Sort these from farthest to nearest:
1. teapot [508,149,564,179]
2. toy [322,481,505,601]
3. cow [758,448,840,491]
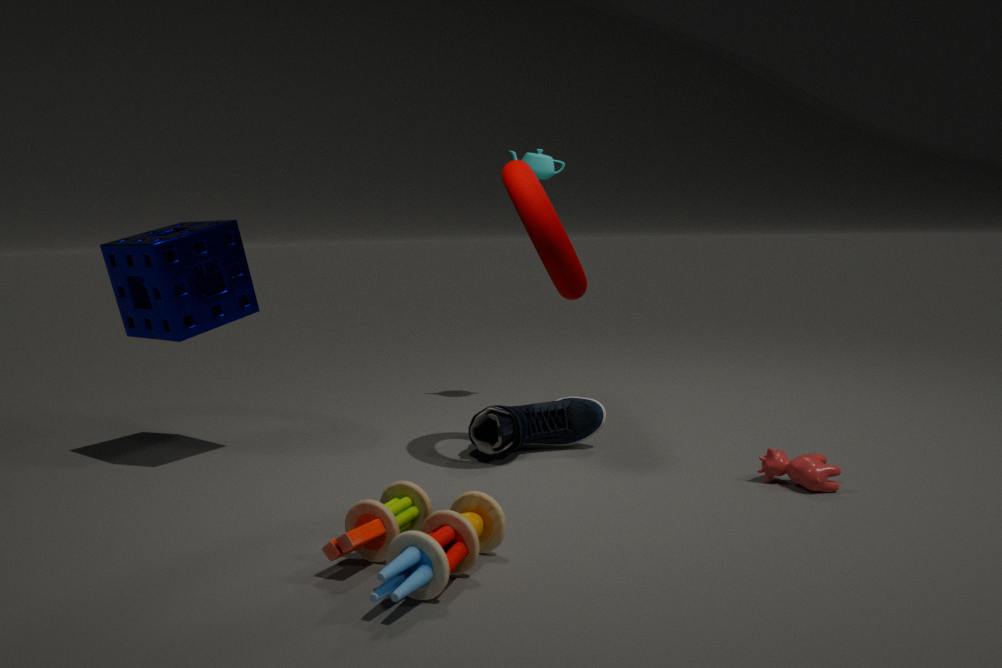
teapot [508,149,564,179]
cow [758,448,840,491]
toy [322,481,505,601]
